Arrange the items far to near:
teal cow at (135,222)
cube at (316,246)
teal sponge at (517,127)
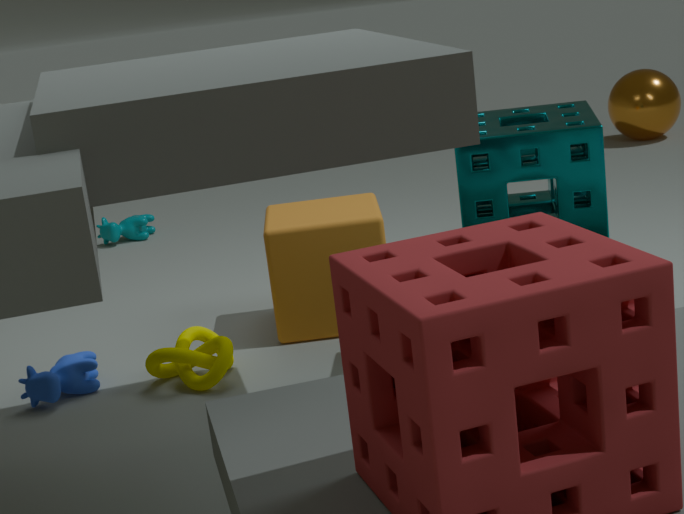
1. teal cow at (135,222)
2. cube at (316,246)
3. teal sponge at (517,127)
